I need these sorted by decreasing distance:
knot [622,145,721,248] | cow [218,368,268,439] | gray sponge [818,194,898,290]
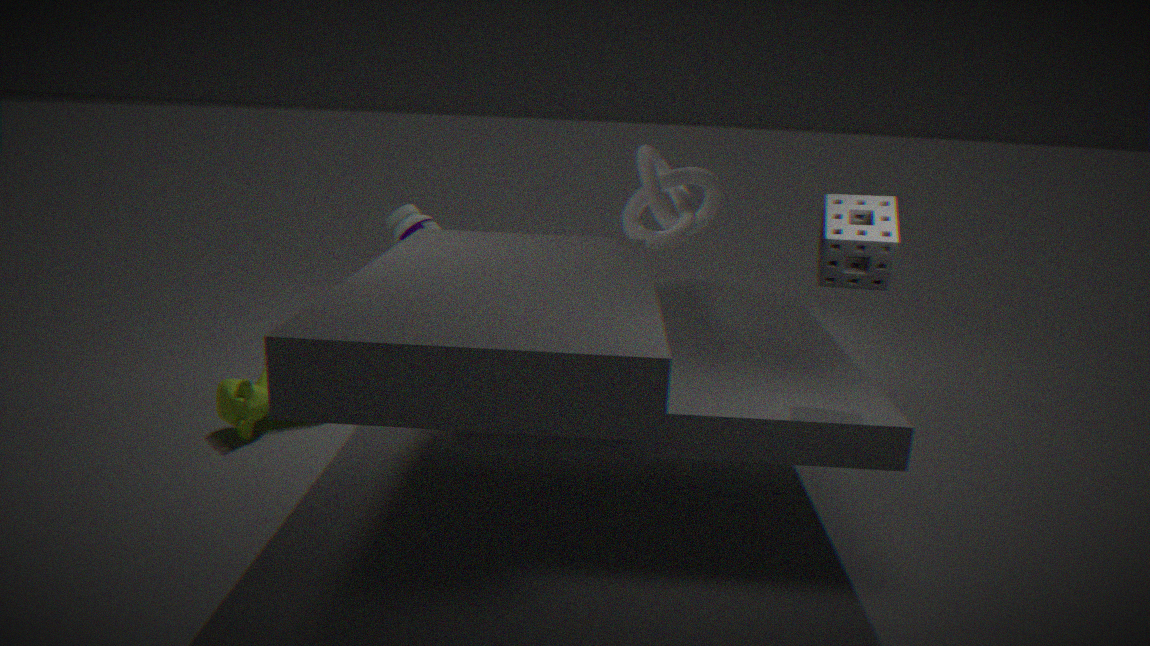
knot [622,145,721,248]
cow [218,368,268,439]
gray sponge [818,194,898,290]
